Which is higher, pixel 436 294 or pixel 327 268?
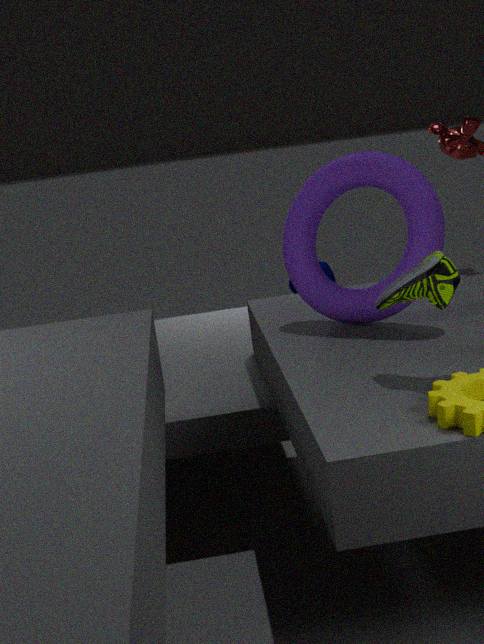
pixel 436 294
